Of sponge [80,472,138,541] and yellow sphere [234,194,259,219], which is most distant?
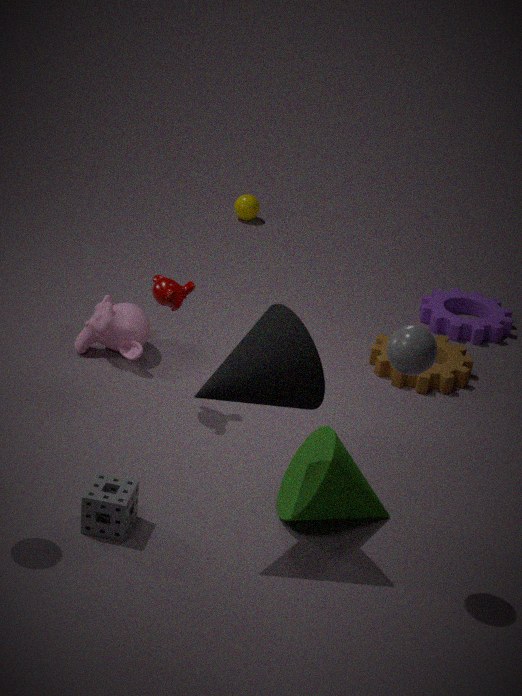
yellow sphere [234,194,259,219]
